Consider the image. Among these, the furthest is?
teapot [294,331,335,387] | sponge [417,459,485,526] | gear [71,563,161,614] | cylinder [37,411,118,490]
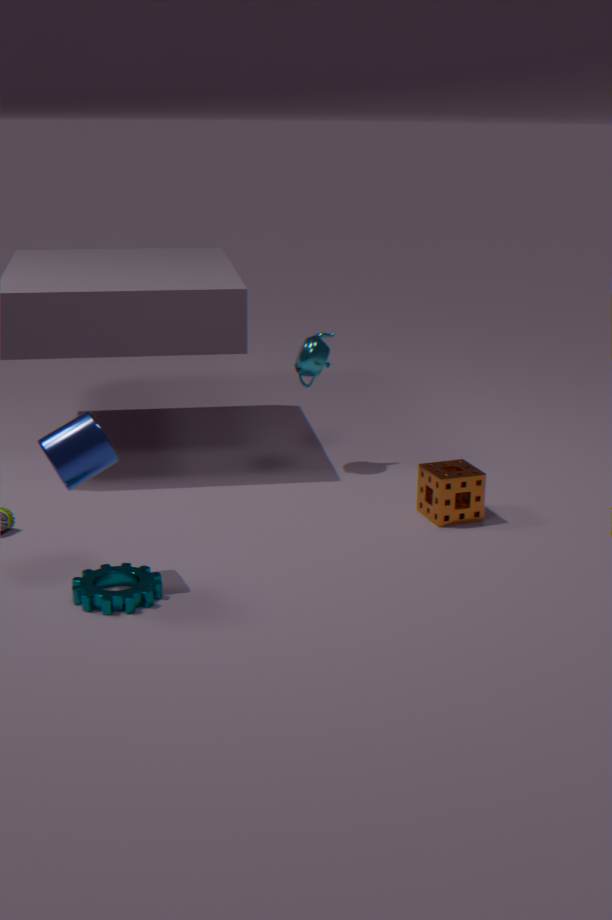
teapot [294,331,335,387]
